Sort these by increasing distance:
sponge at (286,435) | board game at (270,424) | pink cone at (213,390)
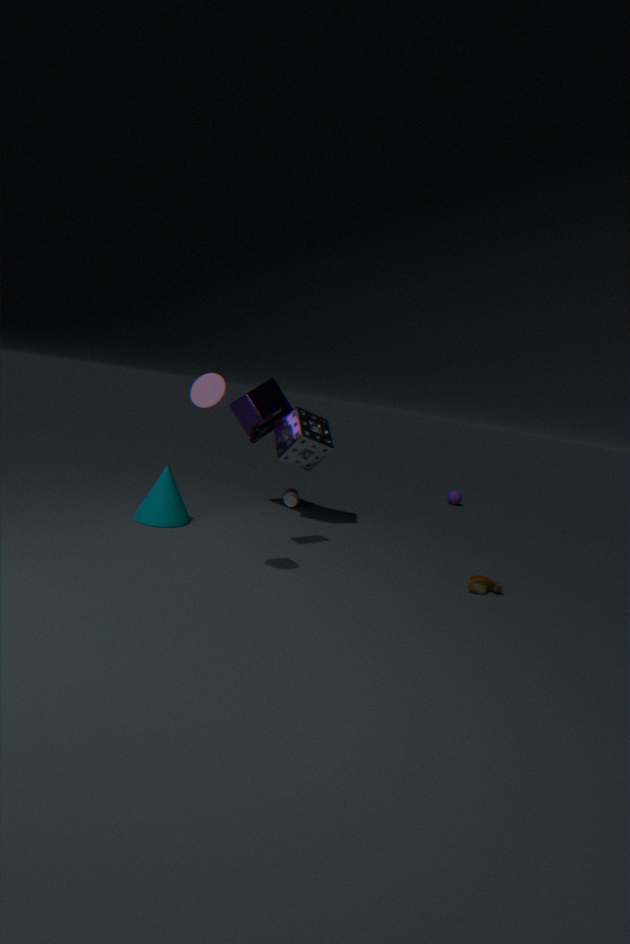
pink cone at (213,390) < board game at (270,424) < sponge at (286,435)
